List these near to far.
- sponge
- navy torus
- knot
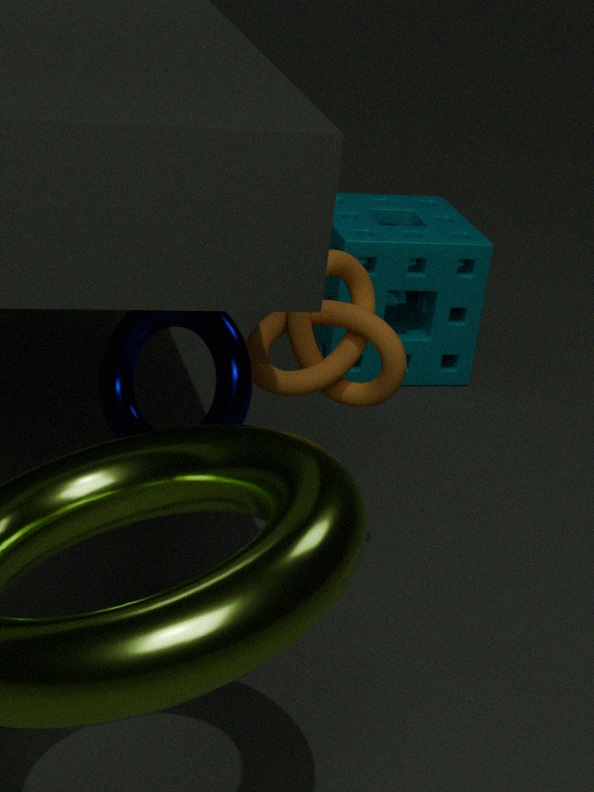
1. navy torus
2. knot
3. sponge
